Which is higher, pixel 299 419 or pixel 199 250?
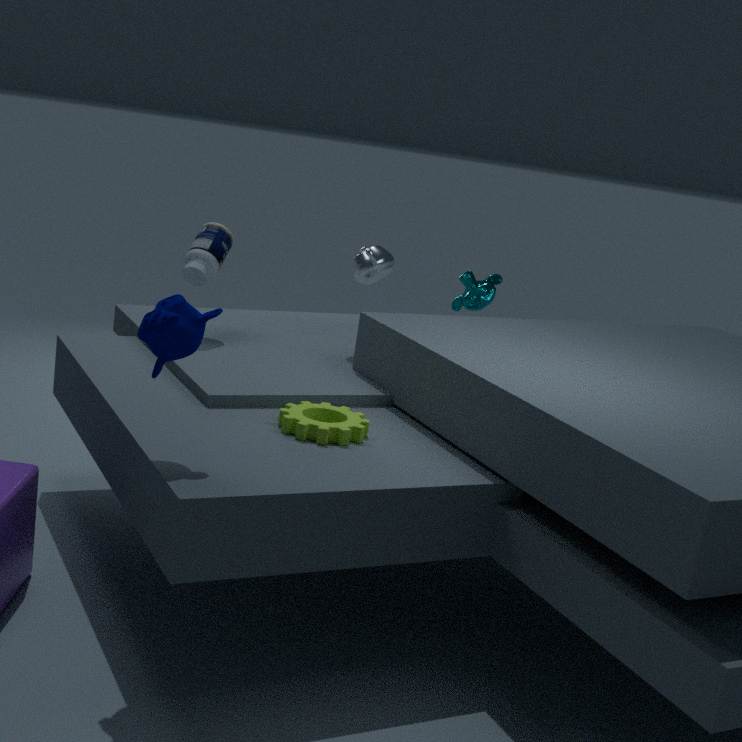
pixel 199 250
